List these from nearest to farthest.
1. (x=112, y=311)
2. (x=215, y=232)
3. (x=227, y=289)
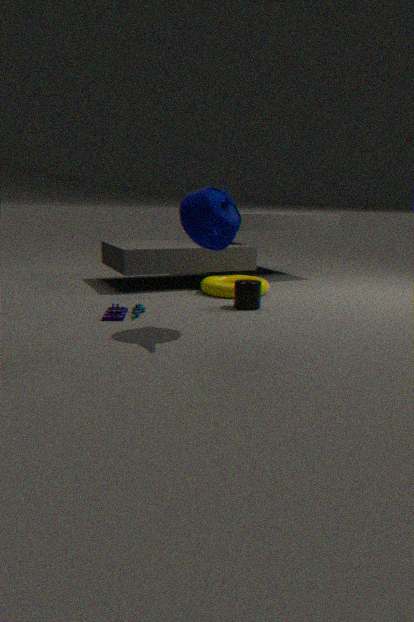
(x=215, y=232)
(x=112, y=311)
(x=227, y=289)
